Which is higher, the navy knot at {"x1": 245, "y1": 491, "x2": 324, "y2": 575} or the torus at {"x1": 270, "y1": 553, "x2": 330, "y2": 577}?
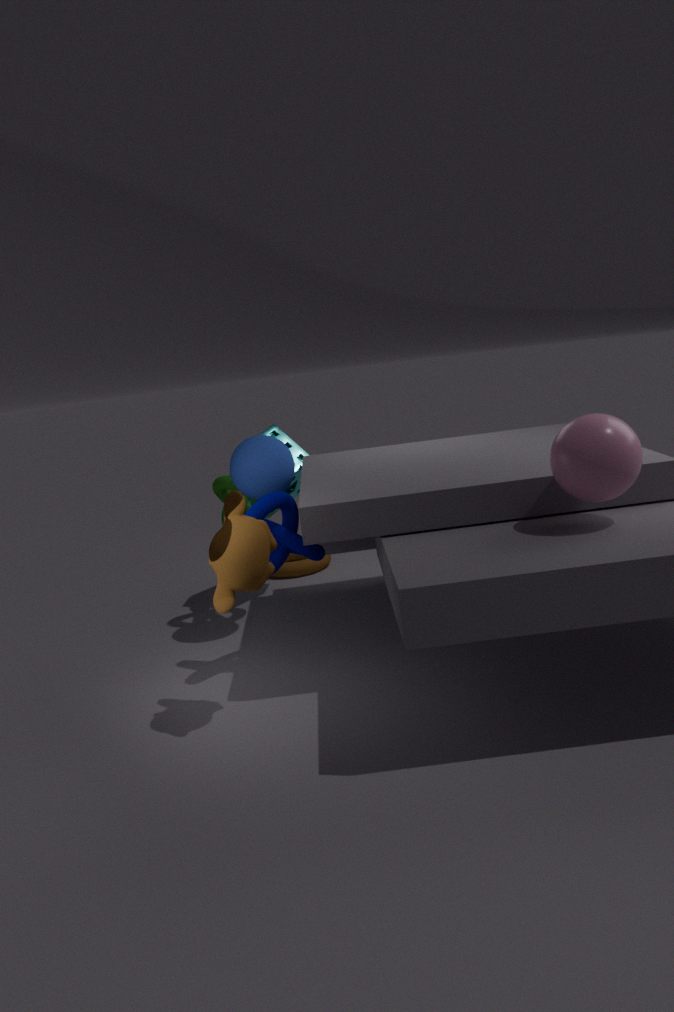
the navy knot at {"x1": 245, "y1": 491, "x2": 324, "y2": 575}
